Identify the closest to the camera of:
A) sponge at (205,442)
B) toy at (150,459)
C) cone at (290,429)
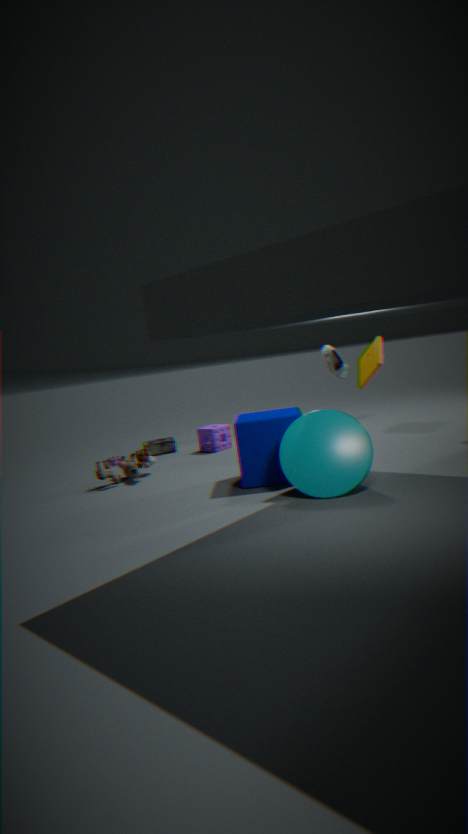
cone at (290,429)
